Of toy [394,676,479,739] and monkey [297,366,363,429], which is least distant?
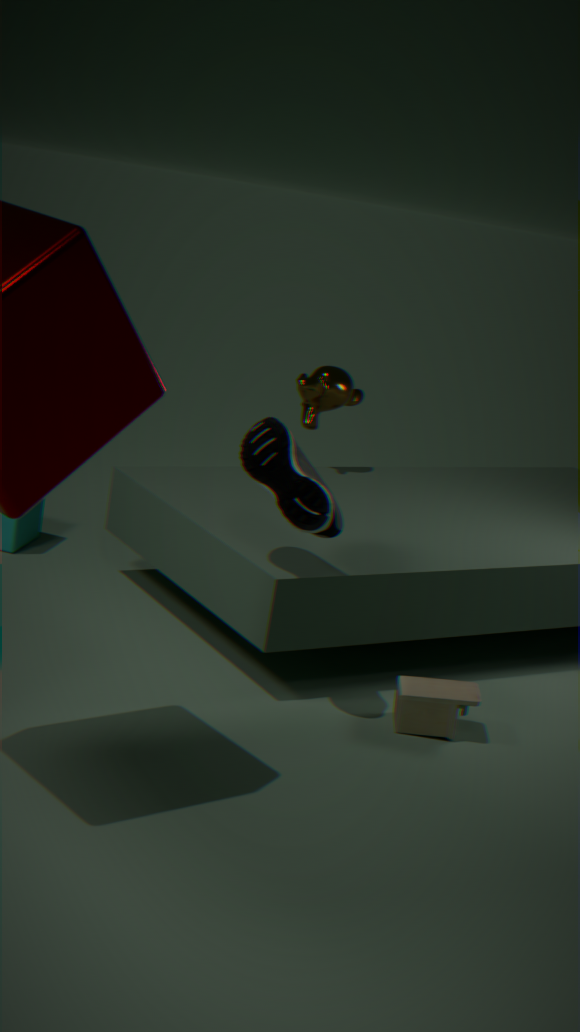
toy [394,676,479,739]
